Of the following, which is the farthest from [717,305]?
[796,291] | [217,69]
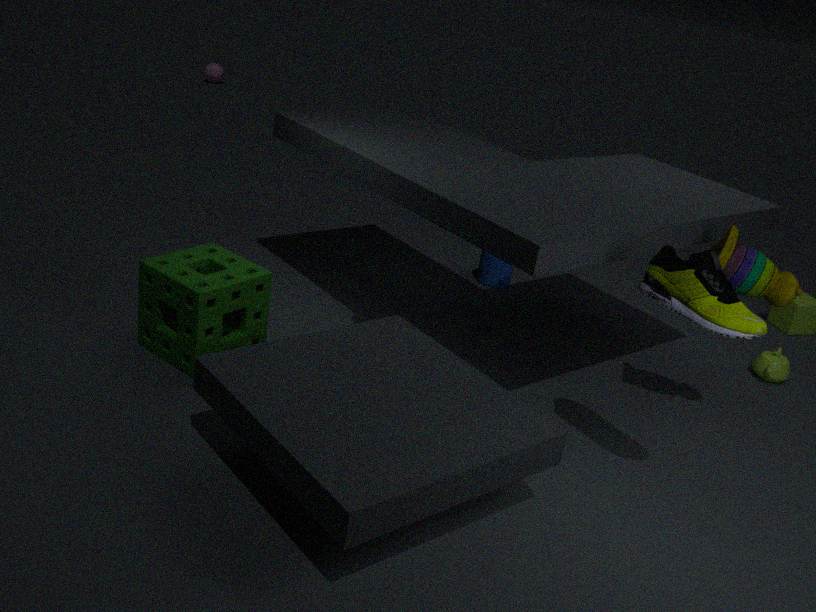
[217,69]
